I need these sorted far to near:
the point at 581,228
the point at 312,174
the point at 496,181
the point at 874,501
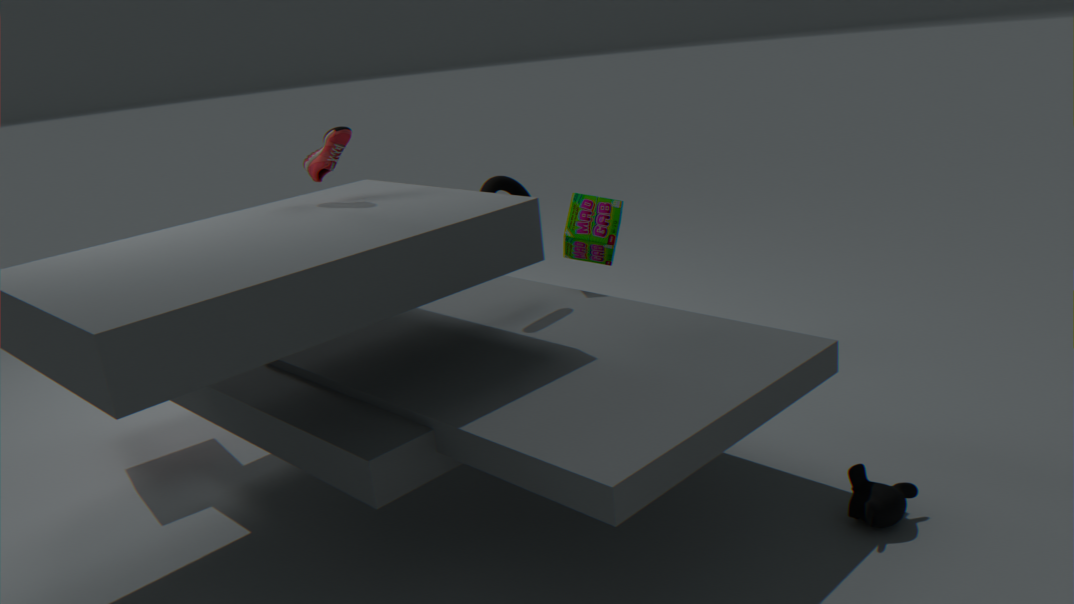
the point at 581,228, the point at 496,181, the point at 312,174, the point at 874,501
